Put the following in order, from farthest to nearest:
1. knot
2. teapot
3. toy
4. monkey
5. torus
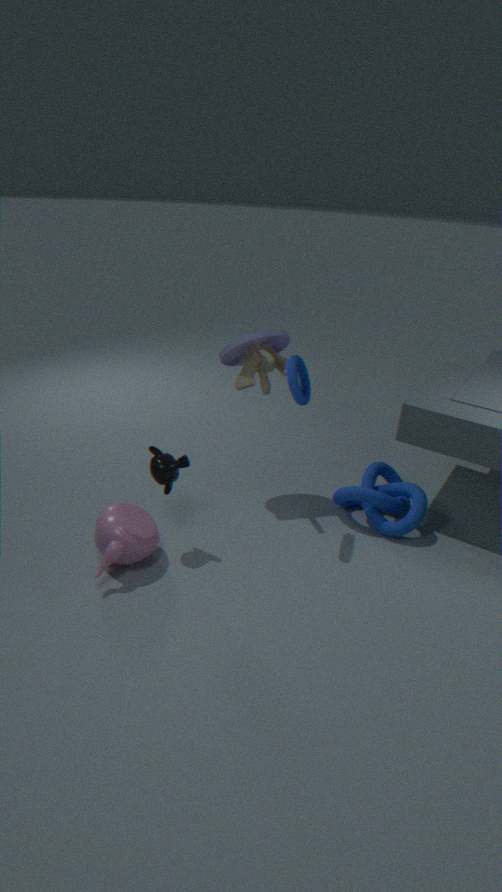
toy, knot, torus, monkey, teapot
